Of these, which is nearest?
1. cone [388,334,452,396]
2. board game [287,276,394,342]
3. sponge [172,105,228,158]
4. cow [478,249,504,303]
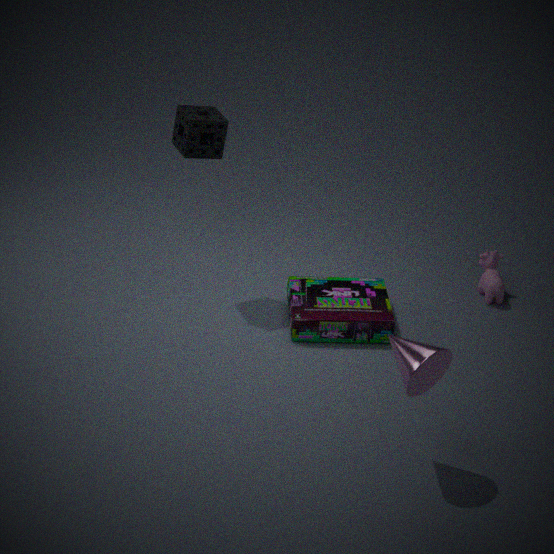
cone [388,334,452,396]
